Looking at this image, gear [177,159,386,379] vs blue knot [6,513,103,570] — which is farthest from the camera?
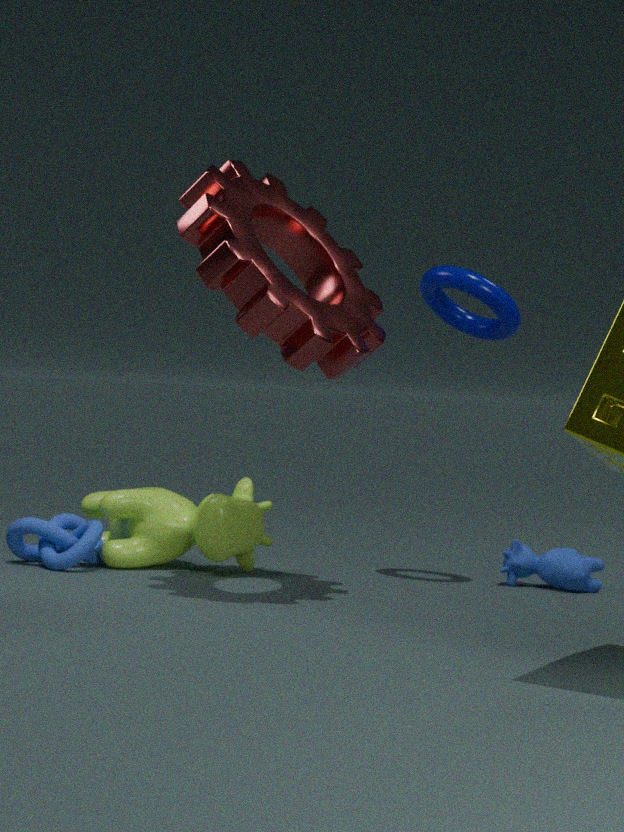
blue knot [6,513,103,570]
